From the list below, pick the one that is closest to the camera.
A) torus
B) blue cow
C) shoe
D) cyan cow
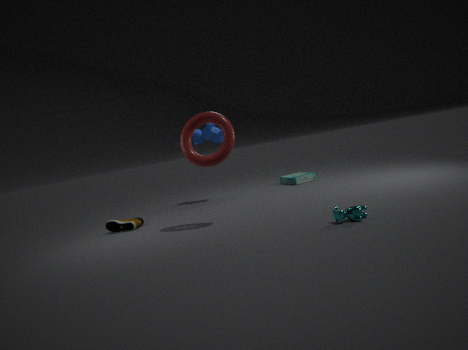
cyan cow
